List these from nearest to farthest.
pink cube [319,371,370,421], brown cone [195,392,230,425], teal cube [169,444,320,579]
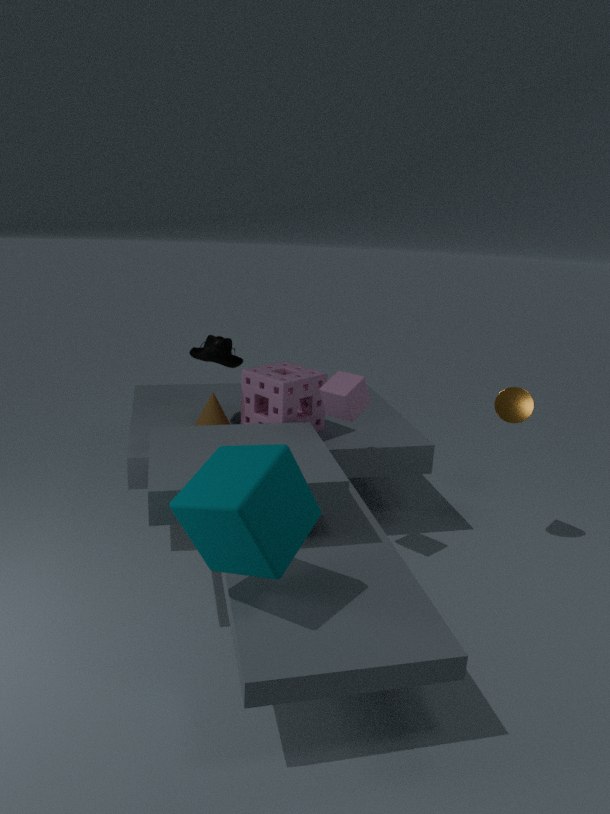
teal cube [169,444,320,579], pink cube [319,371,370,421], brown cone [195,392,230,425]
